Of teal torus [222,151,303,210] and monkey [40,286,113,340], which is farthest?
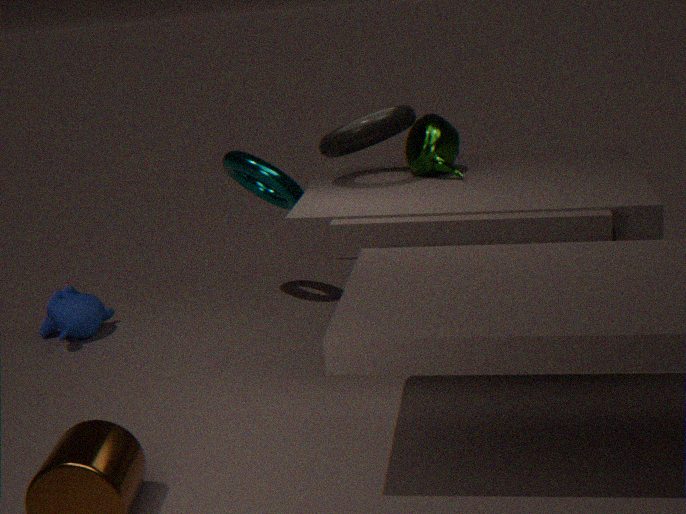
monkey [40,286,113,340]
